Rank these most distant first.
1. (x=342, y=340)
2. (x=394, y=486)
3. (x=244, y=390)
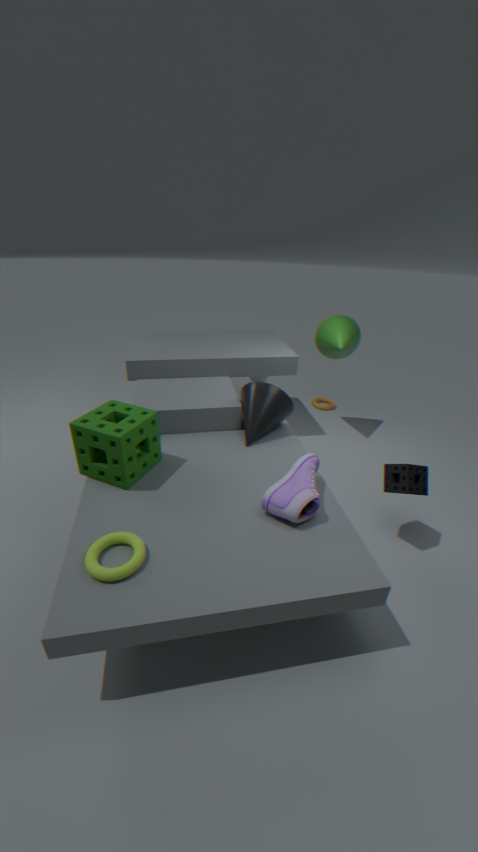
(x=342, y=340) < (x=244, y=390) < (x=394, y=486)
